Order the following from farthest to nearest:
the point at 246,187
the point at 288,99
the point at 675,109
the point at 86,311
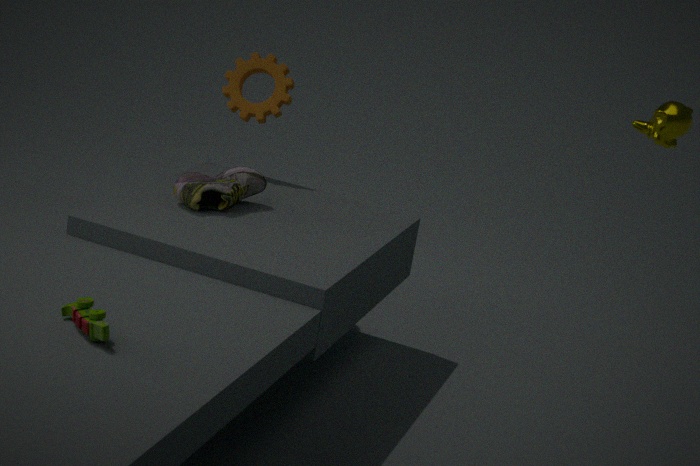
the point at 288,99 → the point at 246,187 → the point at 675,109 → the point at 86,311
